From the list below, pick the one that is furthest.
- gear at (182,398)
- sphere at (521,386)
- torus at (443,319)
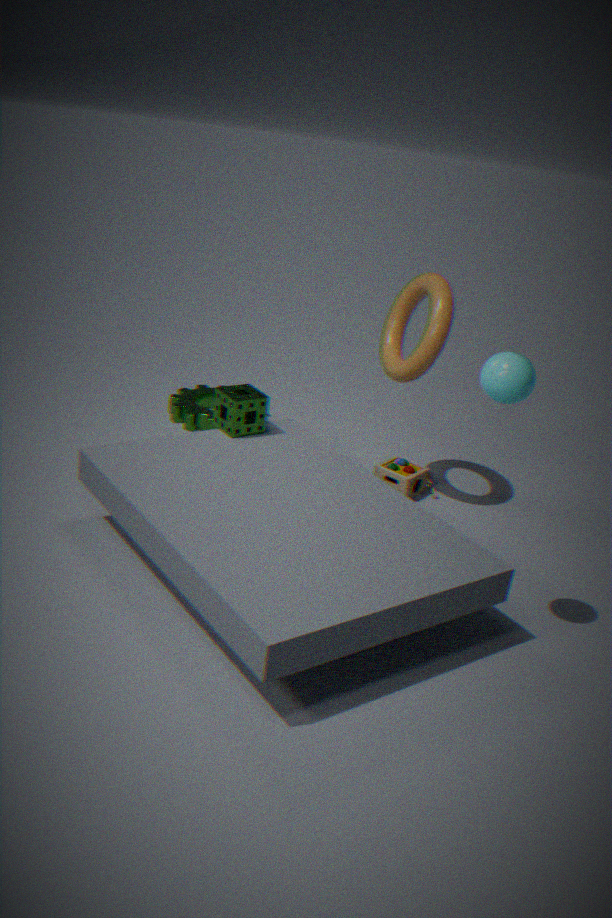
gear at (182,398)
